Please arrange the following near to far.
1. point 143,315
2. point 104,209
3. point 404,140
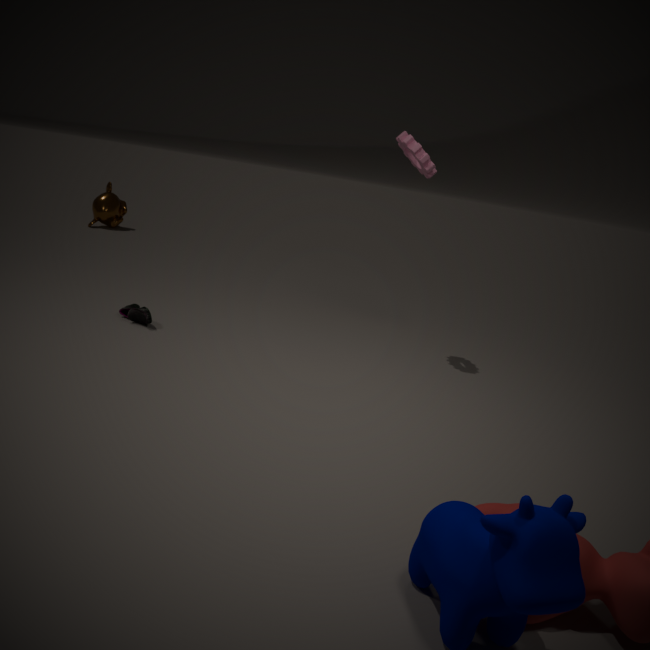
point 404,140 → point 143,315 → point 104,209
